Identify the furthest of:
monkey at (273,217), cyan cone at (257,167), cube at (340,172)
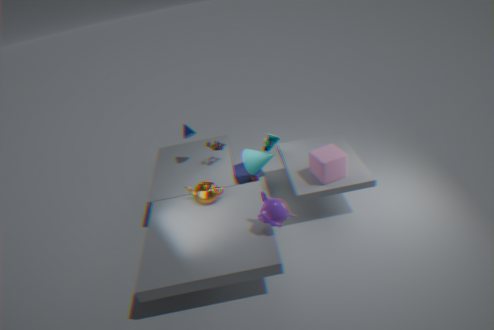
cyan cone at (257,167)
